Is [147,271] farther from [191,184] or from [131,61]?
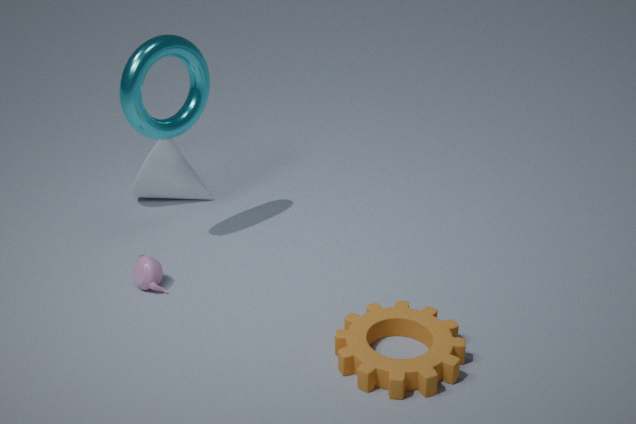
[191,184]
